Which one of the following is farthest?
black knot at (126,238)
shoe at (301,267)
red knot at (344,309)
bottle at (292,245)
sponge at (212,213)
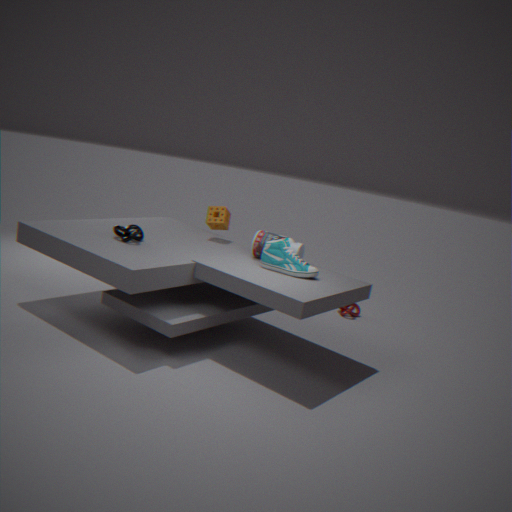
red knot at (344,309)
